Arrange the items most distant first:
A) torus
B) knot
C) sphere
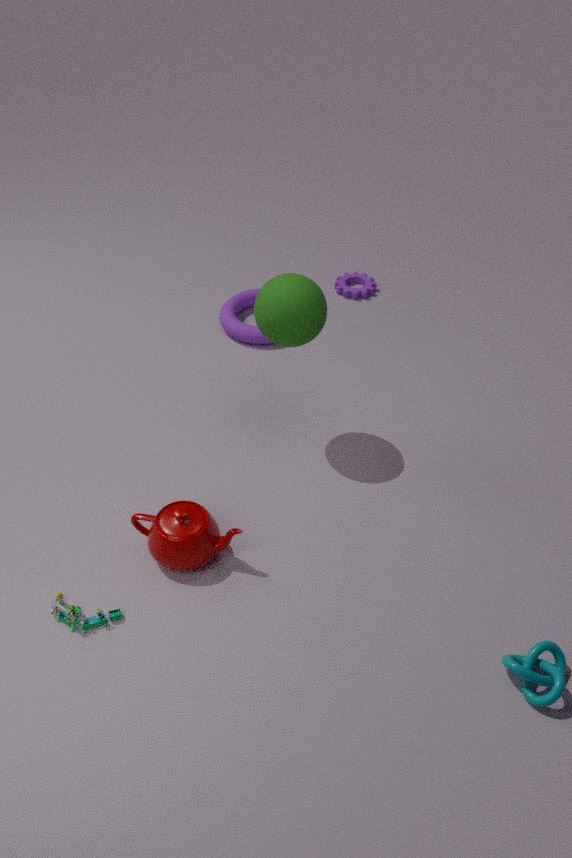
torus → sphere → knot
